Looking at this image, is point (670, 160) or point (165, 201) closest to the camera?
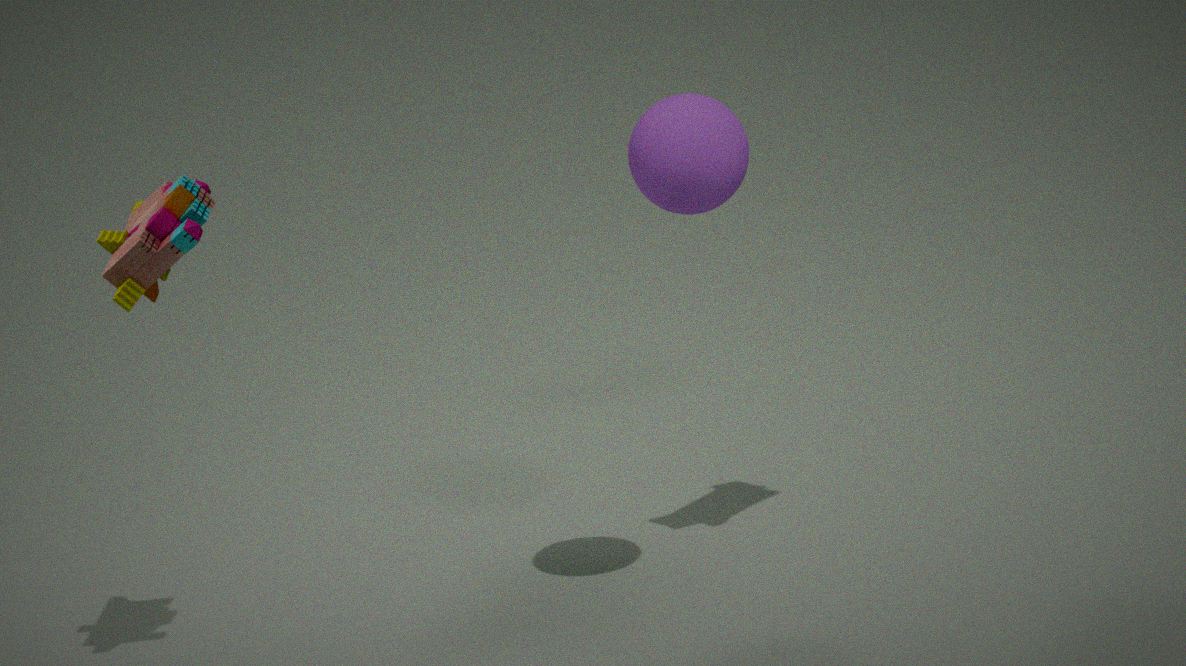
point (670, 160)
